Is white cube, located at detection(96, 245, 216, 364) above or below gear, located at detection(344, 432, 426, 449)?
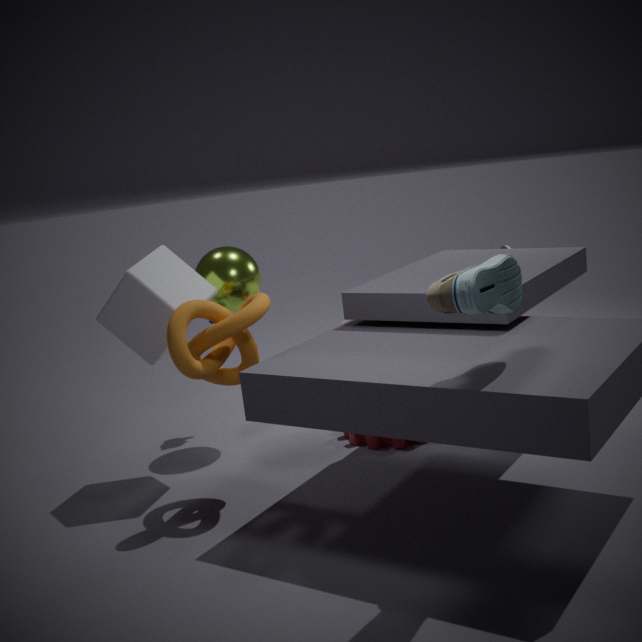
above
